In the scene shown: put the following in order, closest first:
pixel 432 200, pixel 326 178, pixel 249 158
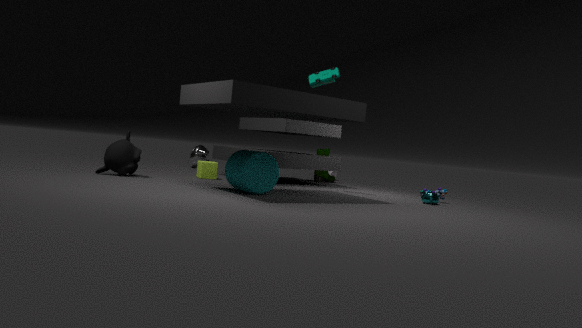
pixel 249 158 < pixel 432 200 < pixel 326 178
